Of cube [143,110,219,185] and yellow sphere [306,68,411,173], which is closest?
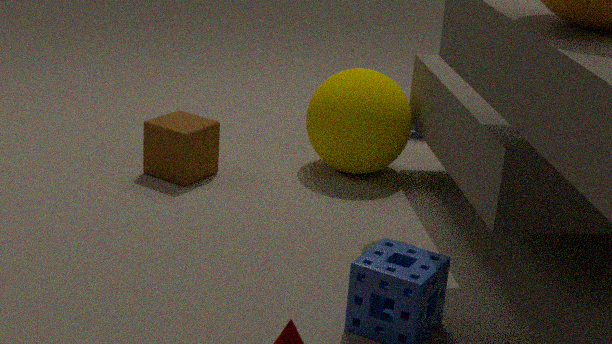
cube [143,110,219,185]
